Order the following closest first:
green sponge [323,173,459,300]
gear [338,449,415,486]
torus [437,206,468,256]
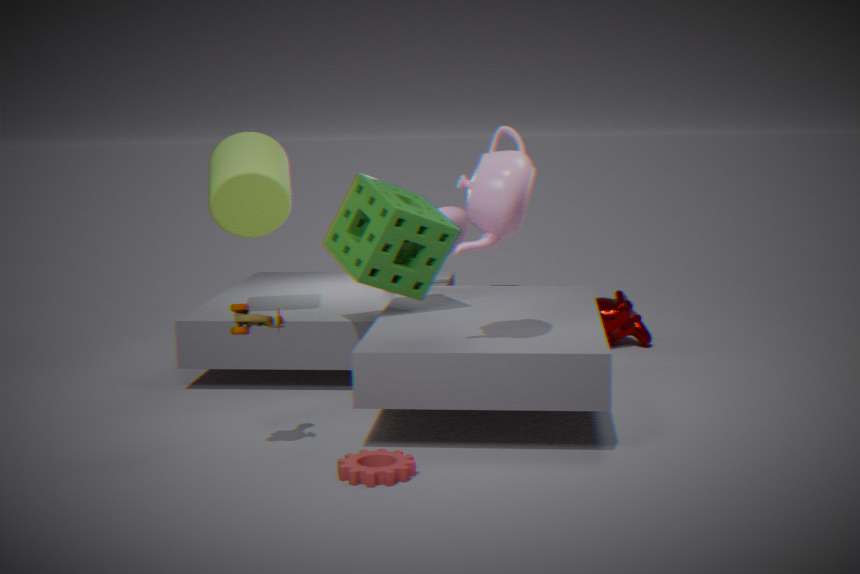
gear [338,449,415,486] → green sponge [323,173,459,300] → torus [437,206,468,256]
